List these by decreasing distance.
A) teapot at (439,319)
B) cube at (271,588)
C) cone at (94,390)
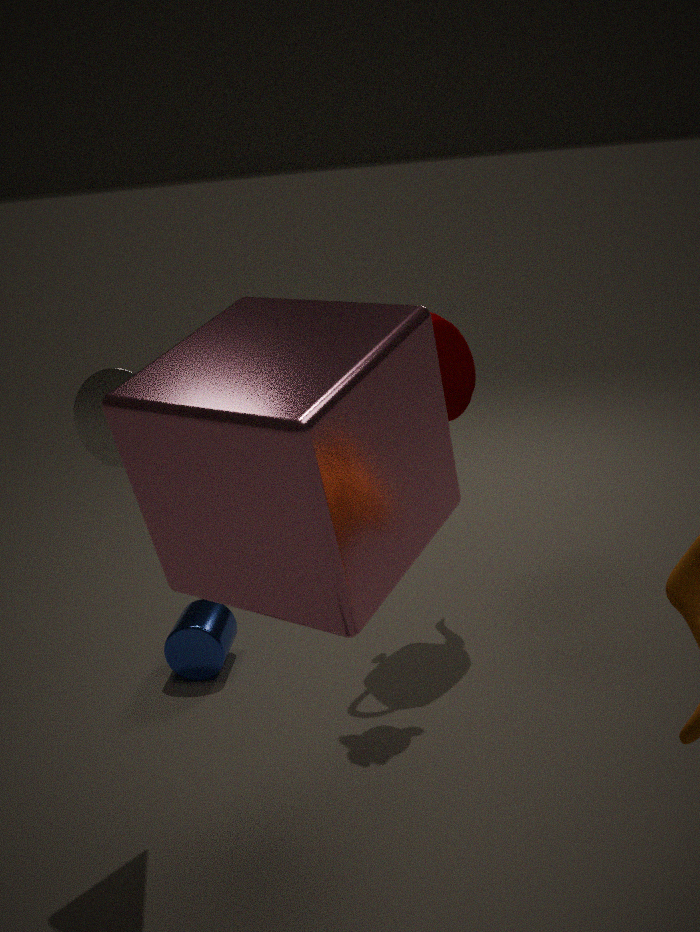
teapot at (439,319)
cone at (94,390)
cube at (271,588)
